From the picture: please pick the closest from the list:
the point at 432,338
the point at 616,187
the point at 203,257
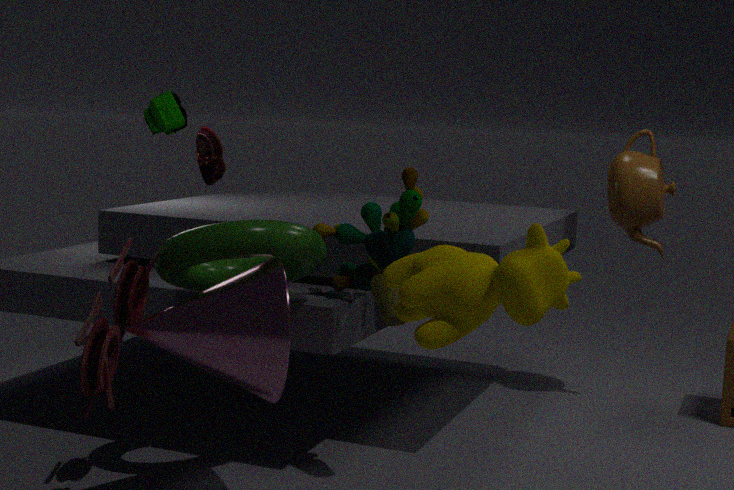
the point at 432,338
